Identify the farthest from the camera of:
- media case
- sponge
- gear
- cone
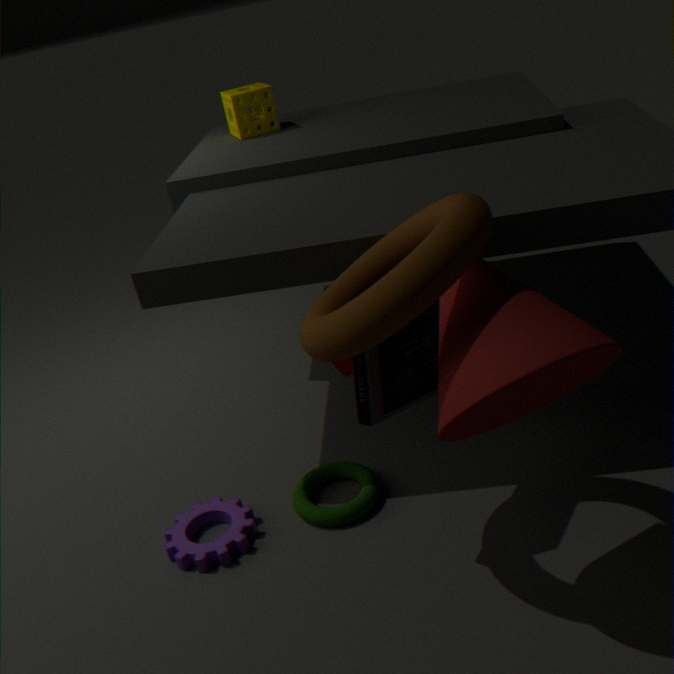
sponge
